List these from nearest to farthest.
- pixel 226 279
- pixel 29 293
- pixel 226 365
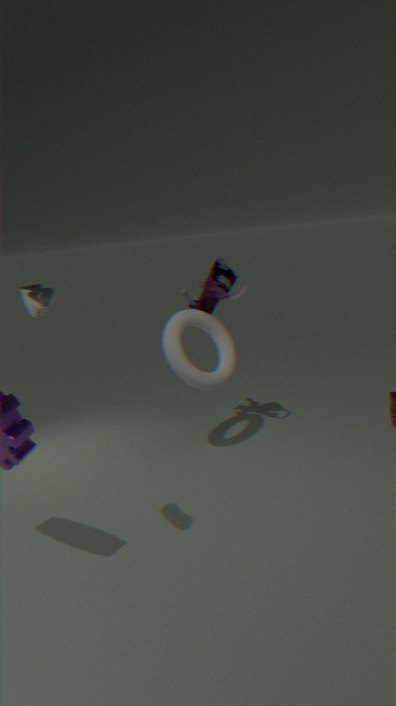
pixel 29 293
pixel 226 279
pixel 226 365
